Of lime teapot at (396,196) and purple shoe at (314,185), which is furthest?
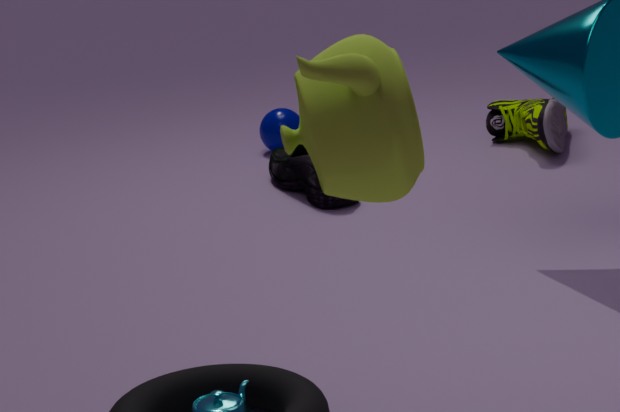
purple shoe at (314,185)
